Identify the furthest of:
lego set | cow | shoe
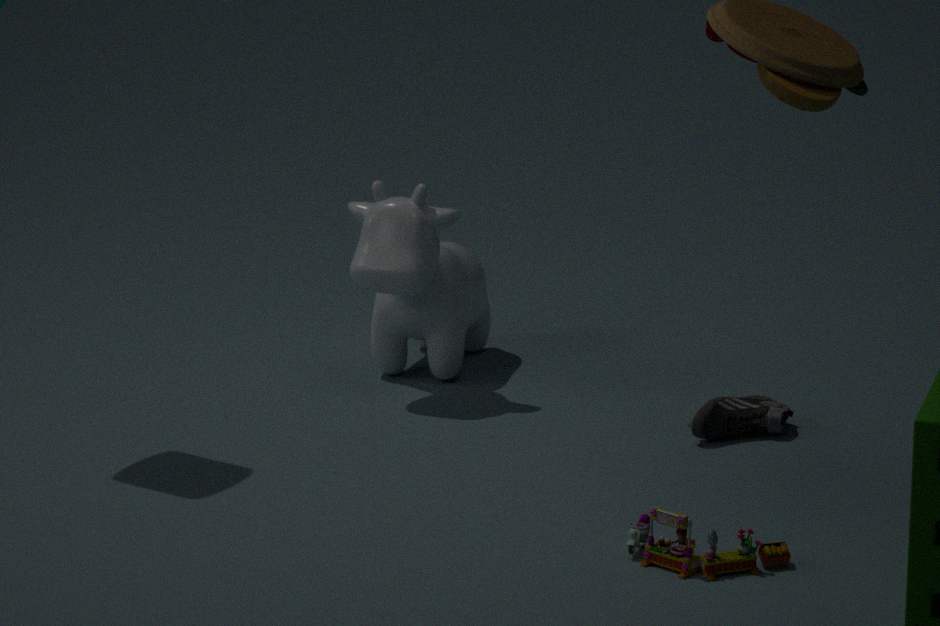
cow
